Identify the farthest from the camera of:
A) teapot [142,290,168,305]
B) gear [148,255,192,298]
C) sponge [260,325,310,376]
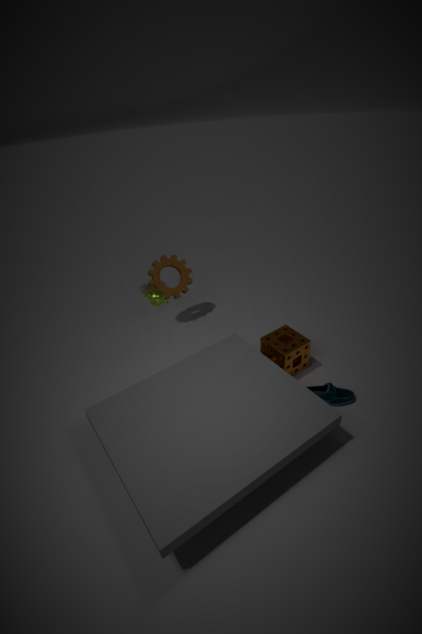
gear [148,255,192,298]
